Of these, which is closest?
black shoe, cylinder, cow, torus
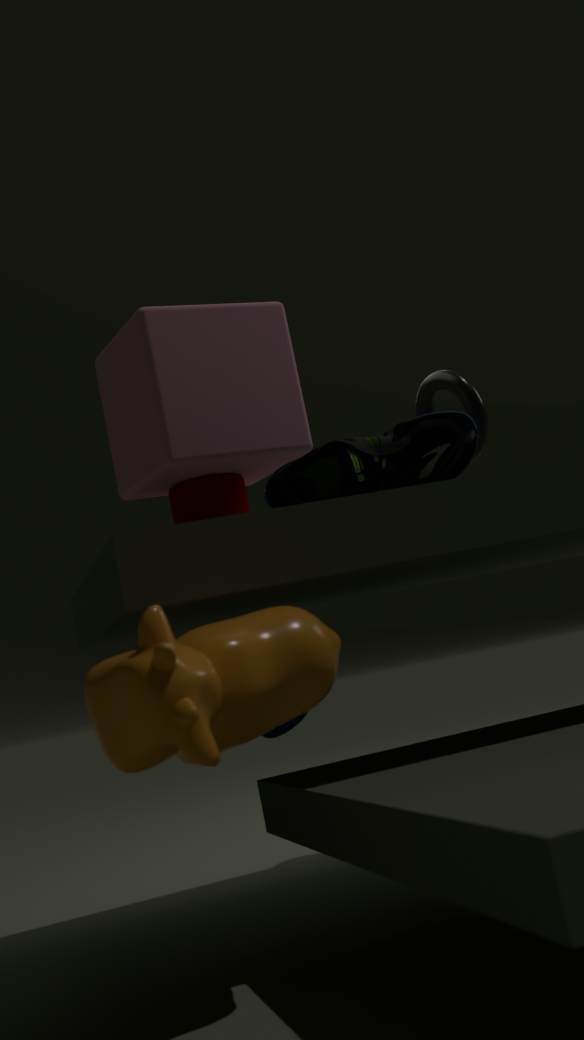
cow
